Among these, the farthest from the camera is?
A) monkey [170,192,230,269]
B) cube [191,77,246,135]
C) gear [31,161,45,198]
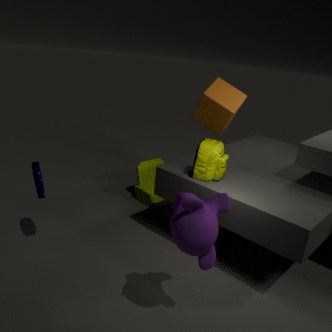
cube [191,77,246,135]
